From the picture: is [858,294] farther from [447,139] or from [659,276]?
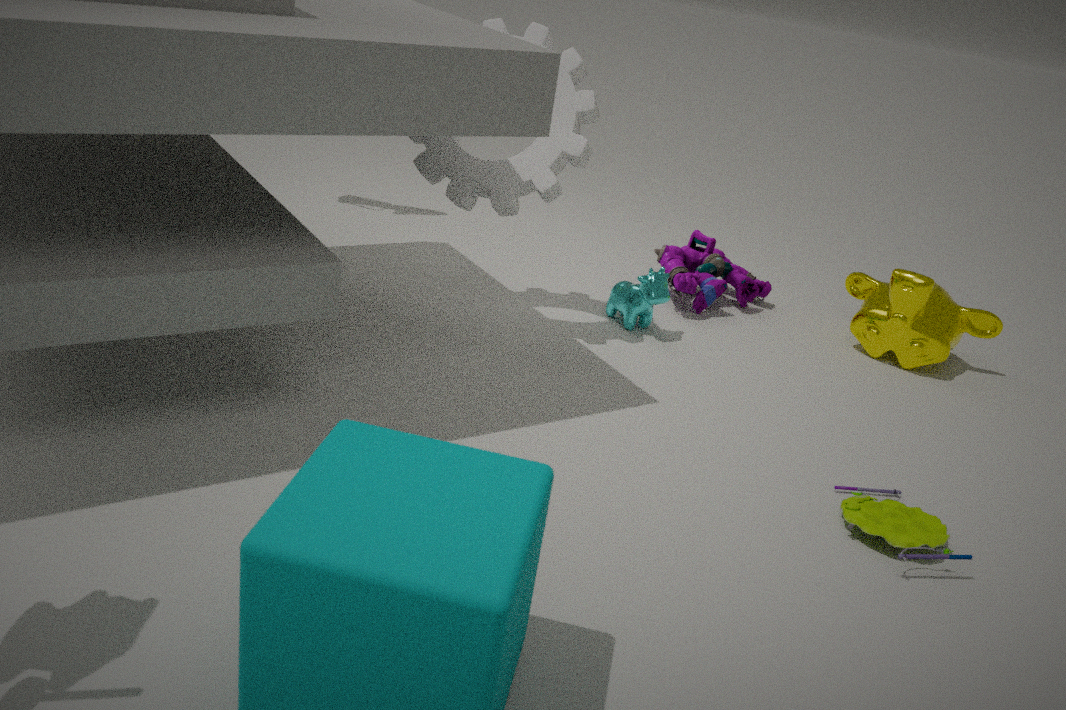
[447,139]
